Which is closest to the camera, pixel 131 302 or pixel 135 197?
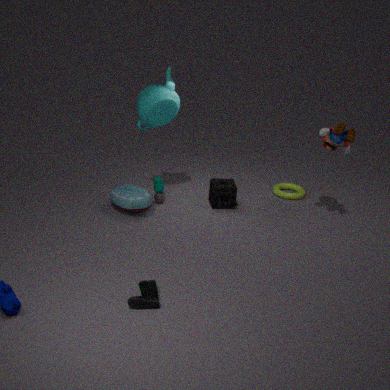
pixel 131 302
